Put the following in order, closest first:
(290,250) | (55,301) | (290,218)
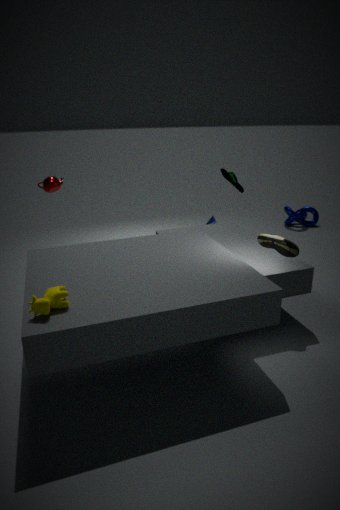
1. (55,301)
2. (290,250)
3. (290,218)
